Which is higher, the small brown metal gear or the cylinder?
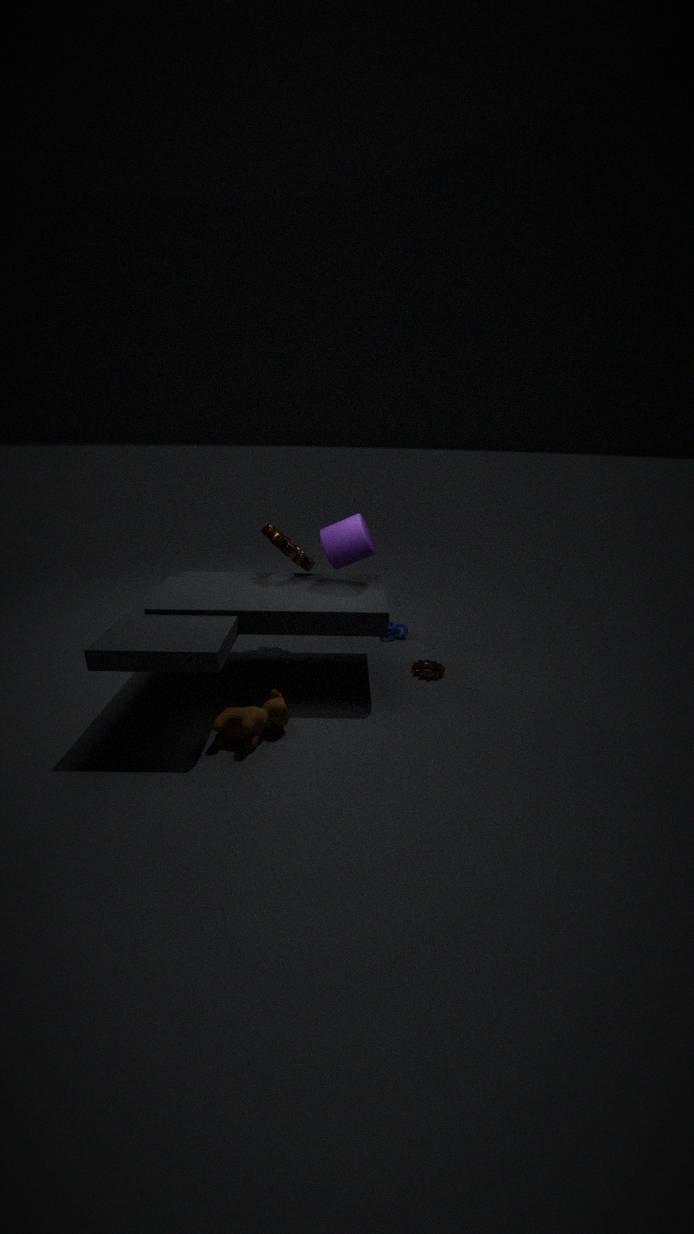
the cylinder
